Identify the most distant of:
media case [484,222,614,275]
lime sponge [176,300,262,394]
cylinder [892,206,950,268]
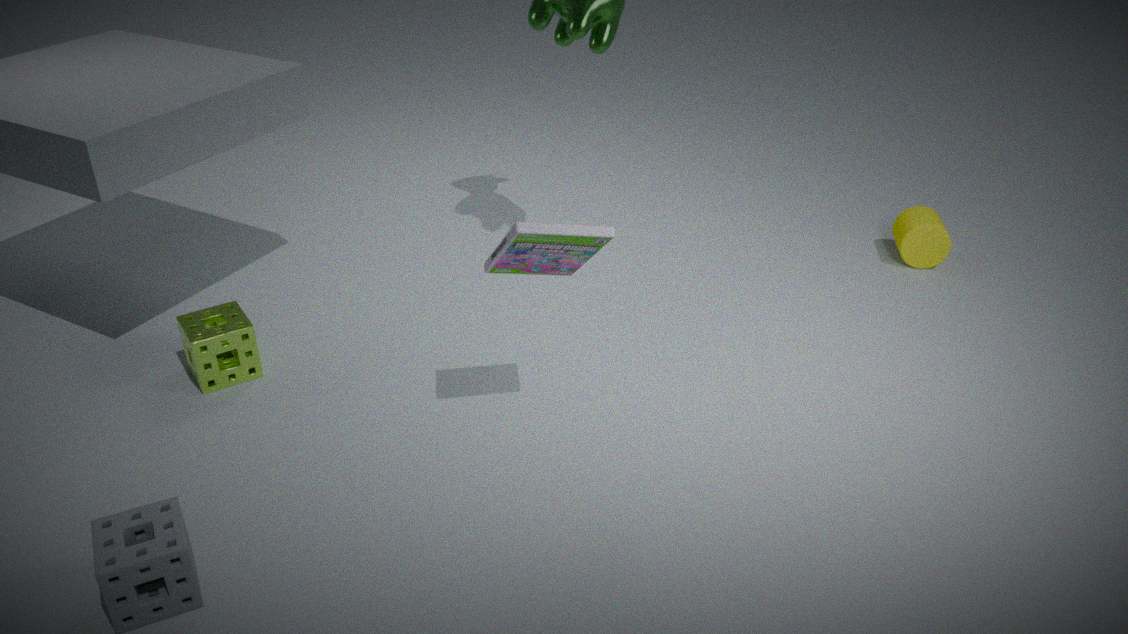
cylinder [892,206,950,268]
